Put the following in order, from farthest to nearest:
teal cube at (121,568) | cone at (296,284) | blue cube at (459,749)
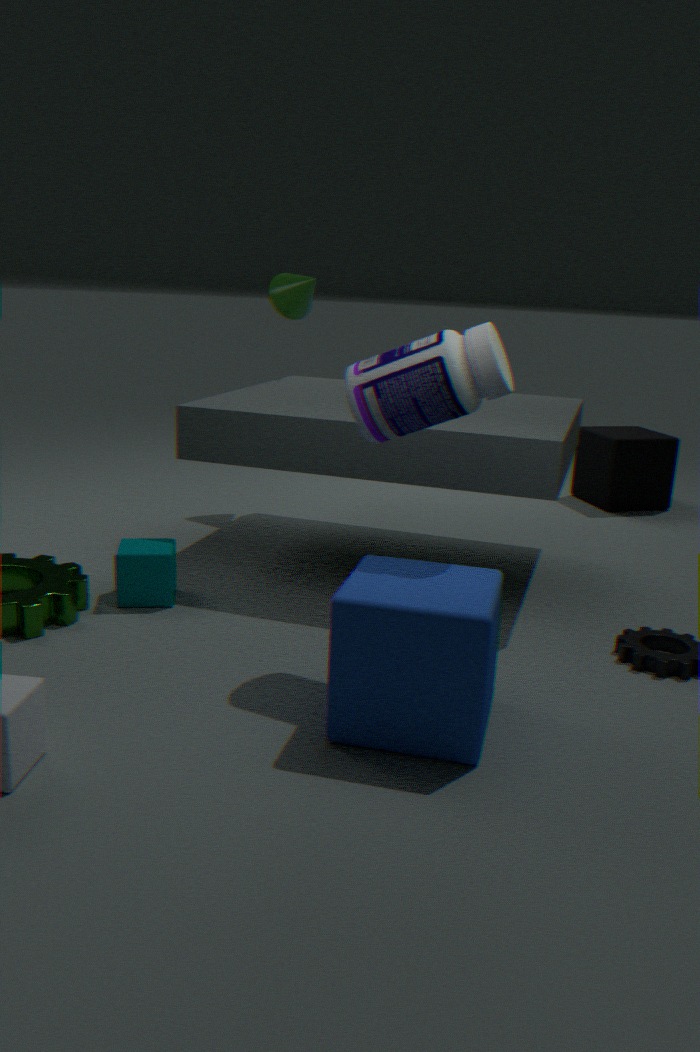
cone at (296,284)
teal cube at (121,568)
blue cube at (459,749)
